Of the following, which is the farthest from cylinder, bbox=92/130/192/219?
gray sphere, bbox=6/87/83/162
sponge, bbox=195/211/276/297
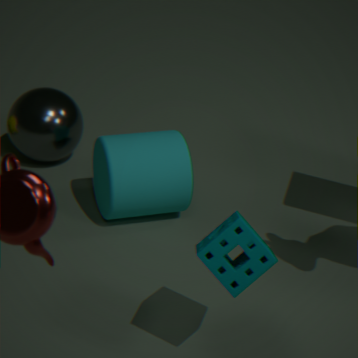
sponge, bbox=195/211/276/297
